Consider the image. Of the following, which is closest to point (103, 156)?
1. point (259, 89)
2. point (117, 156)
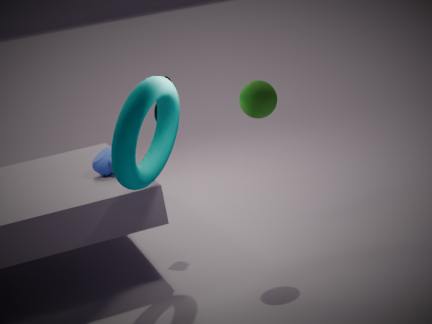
point (117, 156)
